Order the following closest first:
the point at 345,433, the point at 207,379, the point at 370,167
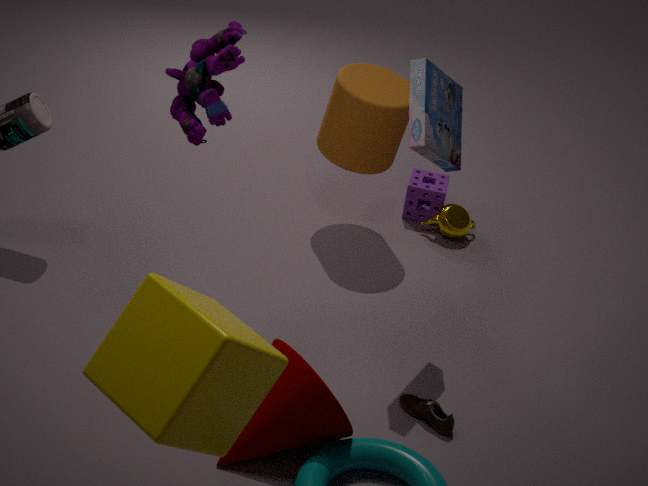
the point at 207,379 → the point at 345,433 → the point at 370,167
